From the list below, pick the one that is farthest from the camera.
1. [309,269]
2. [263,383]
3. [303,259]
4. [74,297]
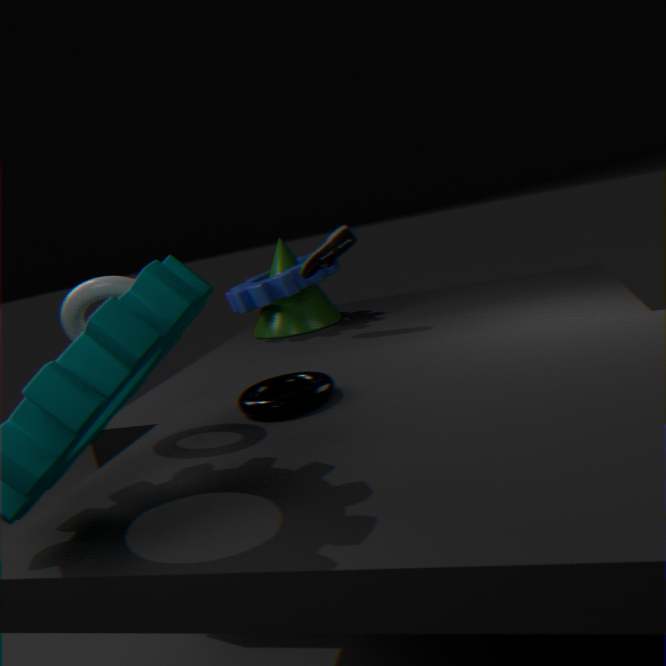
[303,259]
